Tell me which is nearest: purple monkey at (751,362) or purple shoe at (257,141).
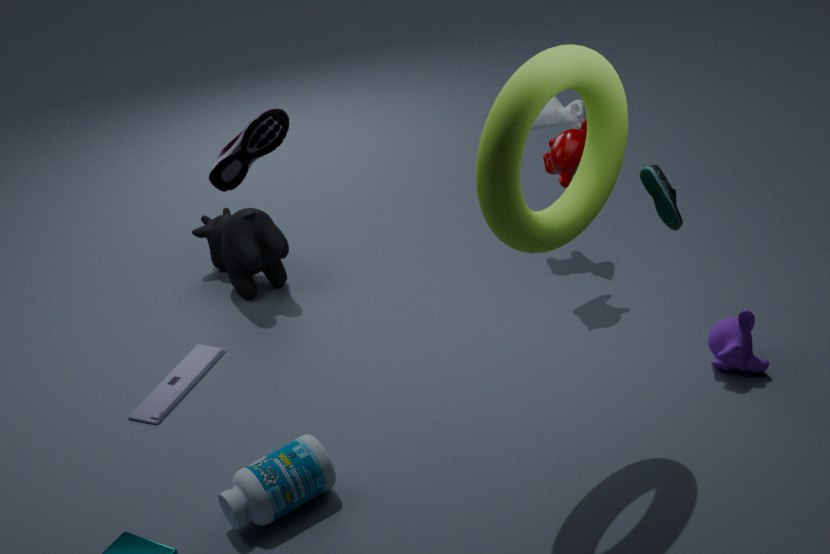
purple shoe at (257,141)
